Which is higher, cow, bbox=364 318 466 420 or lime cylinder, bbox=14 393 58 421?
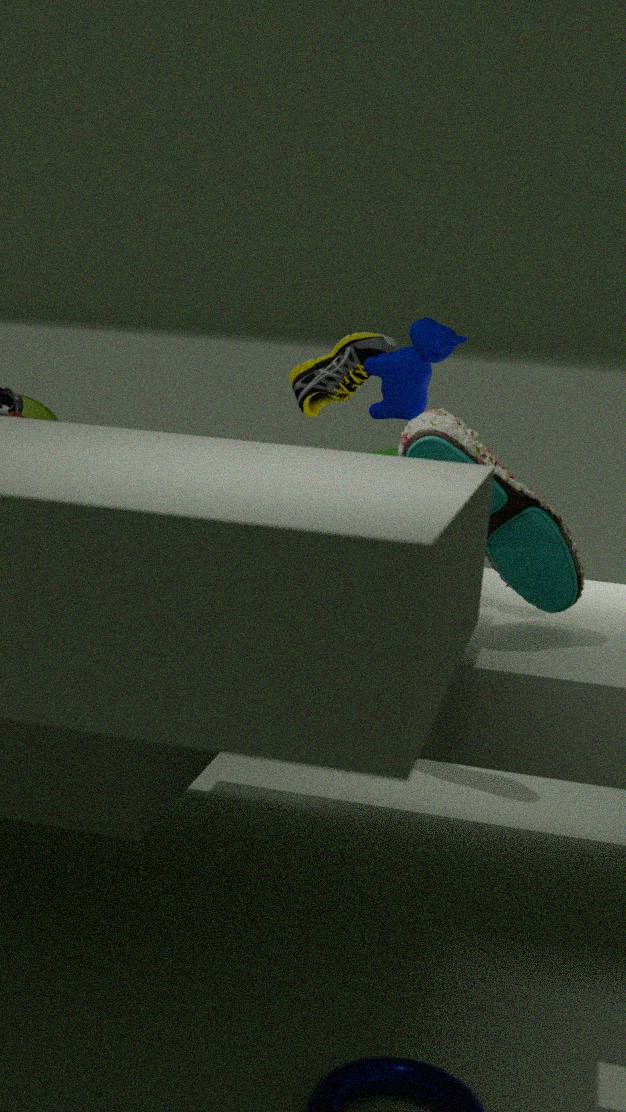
cow, bbox=364 318 466 420
